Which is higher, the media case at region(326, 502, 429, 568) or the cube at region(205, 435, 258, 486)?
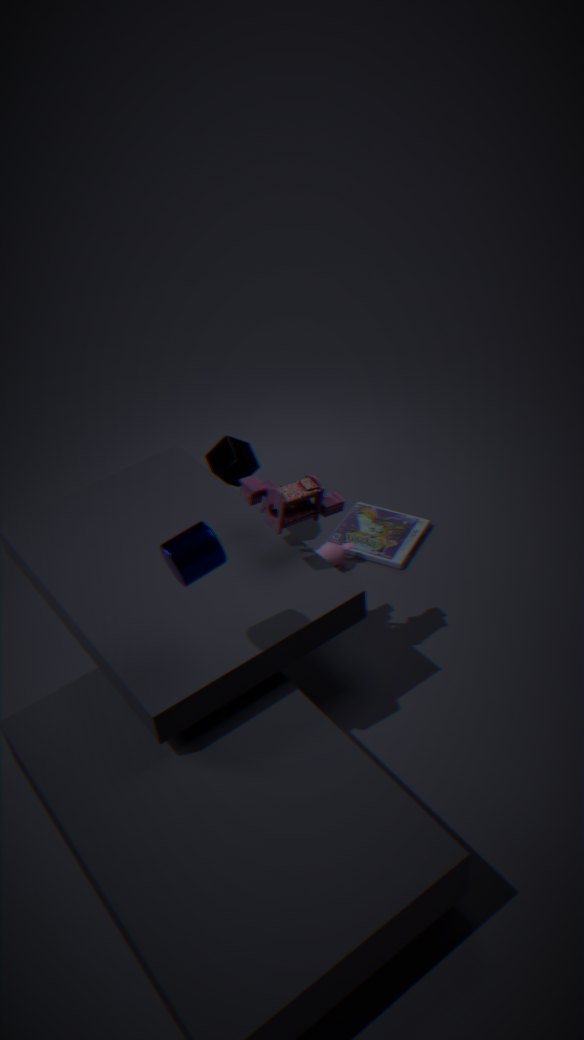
the cube at region(205, 435, 258, 486)
